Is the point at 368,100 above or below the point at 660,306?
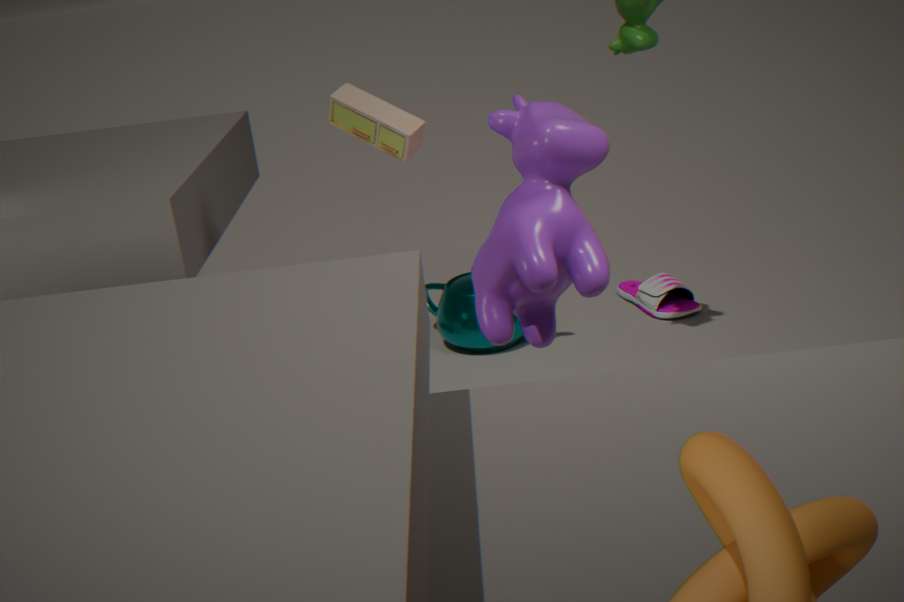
above
